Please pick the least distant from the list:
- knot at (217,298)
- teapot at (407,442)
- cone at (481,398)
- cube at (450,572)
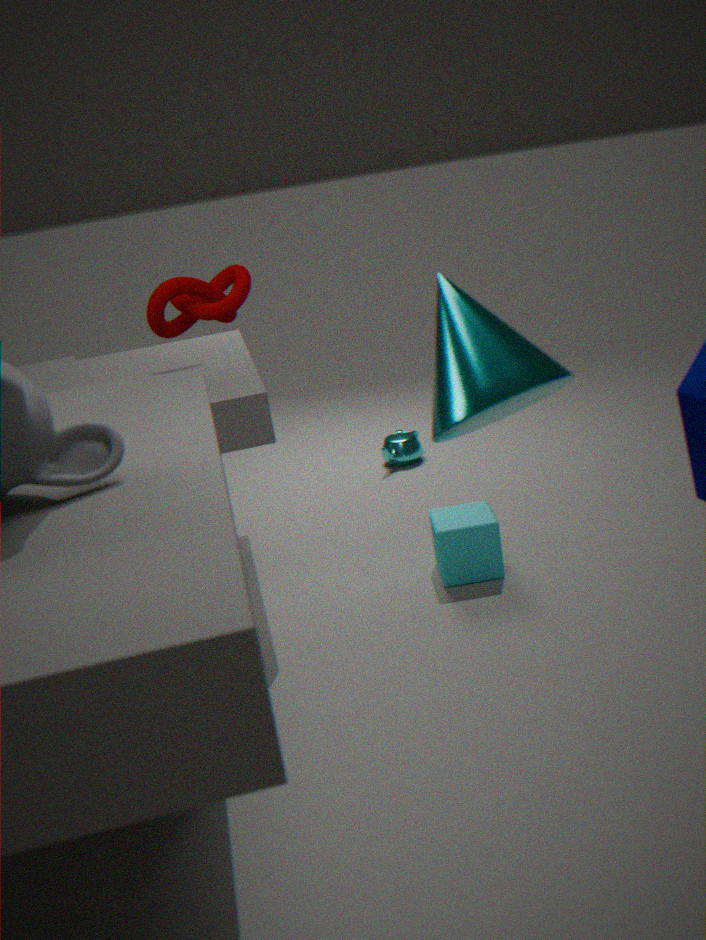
cone at (481,398)
